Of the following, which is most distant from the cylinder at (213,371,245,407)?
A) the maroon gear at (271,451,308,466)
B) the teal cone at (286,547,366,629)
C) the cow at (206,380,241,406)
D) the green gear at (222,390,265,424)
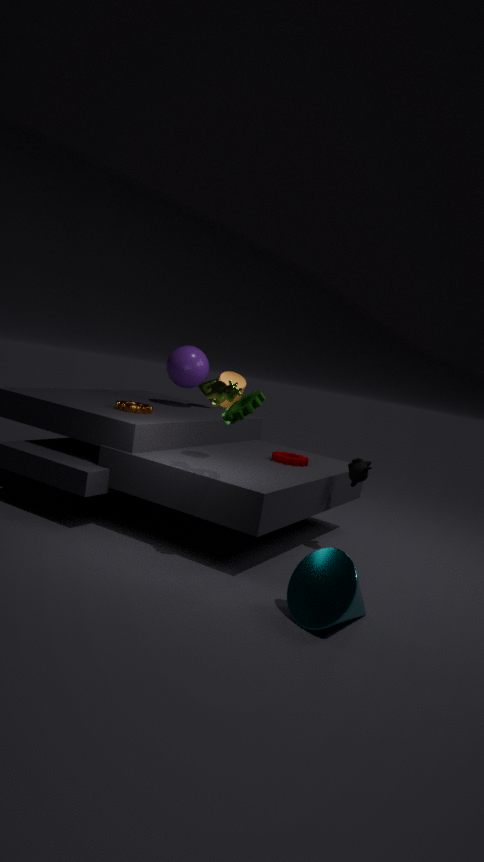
the teal cone at (286,547,366,629)
